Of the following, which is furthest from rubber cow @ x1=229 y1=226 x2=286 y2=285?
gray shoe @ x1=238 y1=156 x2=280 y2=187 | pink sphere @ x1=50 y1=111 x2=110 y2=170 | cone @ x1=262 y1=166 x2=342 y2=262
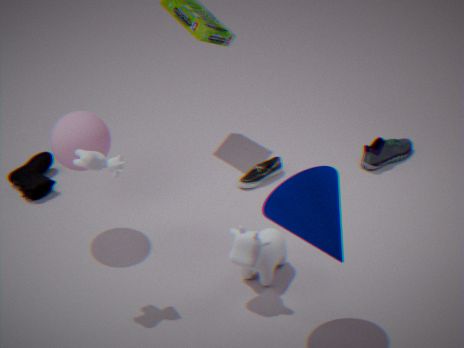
pink sphere @ x1=50 y1=111 x2=110 y2=170
